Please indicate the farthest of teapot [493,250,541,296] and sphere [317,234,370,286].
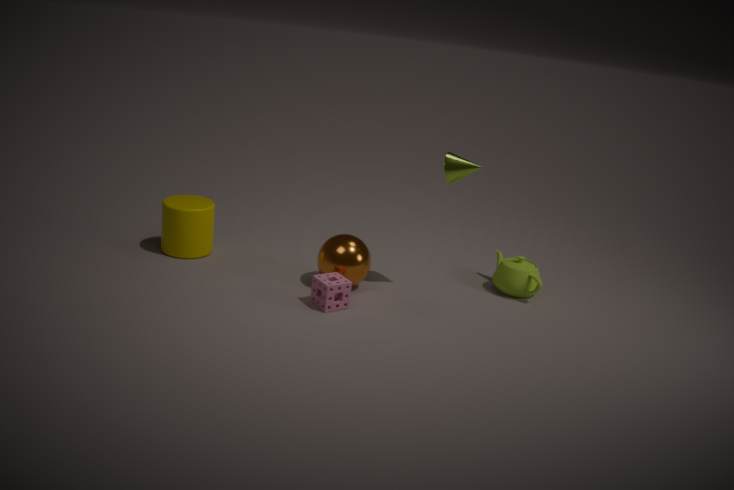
teapot [493,250,541,296]
